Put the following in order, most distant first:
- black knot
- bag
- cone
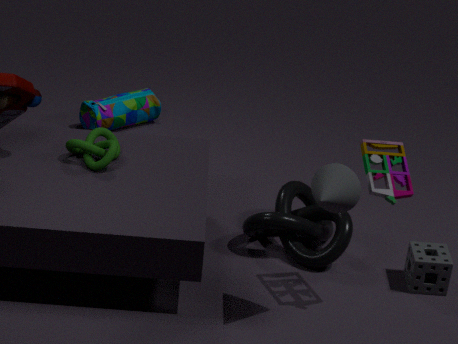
bag
black knot
cone
